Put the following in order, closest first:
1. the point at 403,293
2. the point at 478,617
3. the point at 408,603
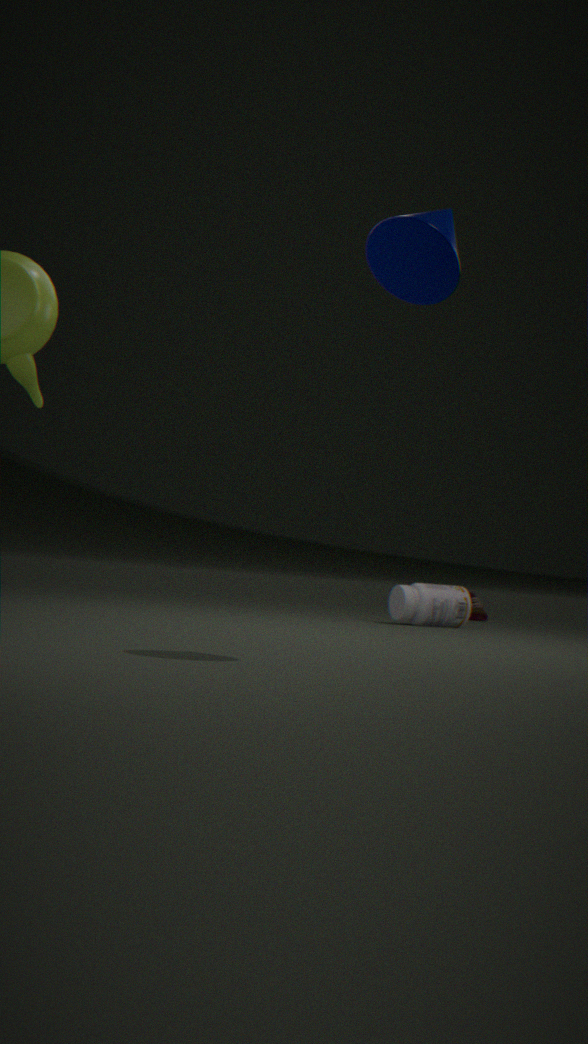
1. the point at 403,293
2. the point at 408,603
3. the point at 478,617
